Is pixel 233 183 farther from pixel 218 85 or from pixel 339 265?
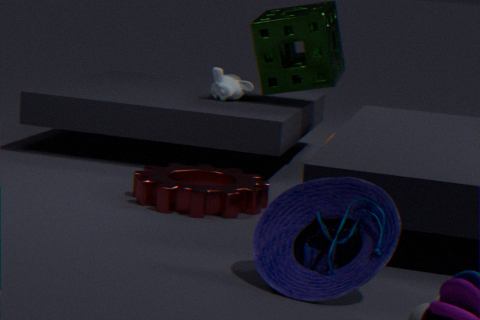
pixel 339 265
